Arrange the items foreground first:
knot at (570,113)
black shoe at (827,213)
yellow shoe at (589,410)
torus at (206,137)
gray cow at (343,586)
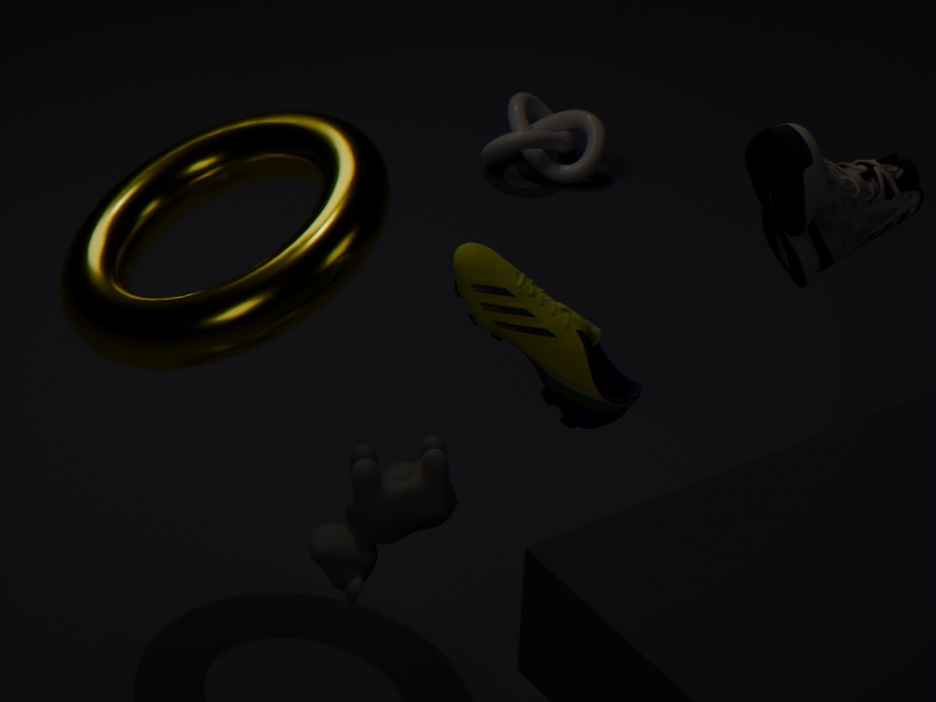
gray cow at (343,586) → yellow shoe at (589,410) → torus at (206,137) → black shoe at (827,213) → knot at (570,113)
